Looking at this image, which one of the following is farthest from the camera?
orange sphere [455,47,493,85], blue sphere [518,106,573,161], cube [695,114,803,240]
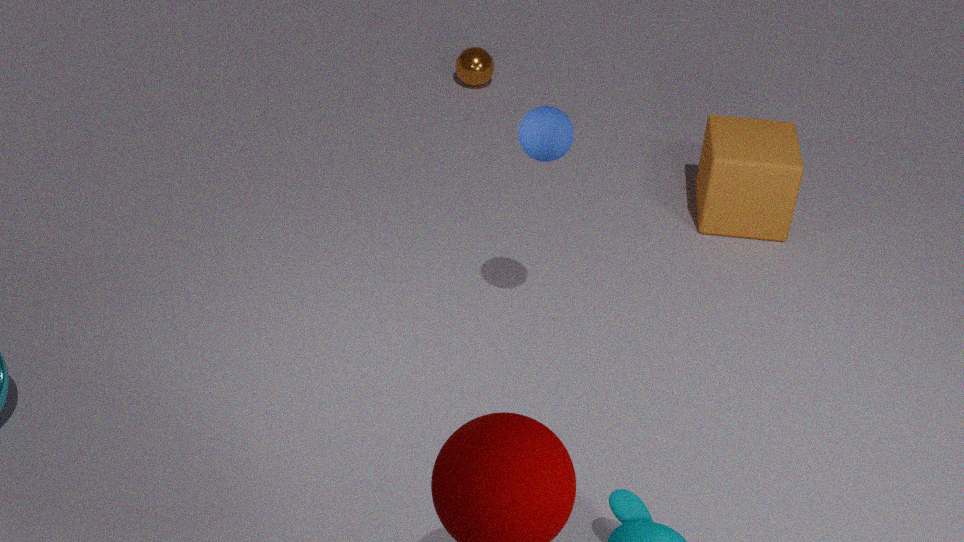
orange sphere [455,47,493,85]
